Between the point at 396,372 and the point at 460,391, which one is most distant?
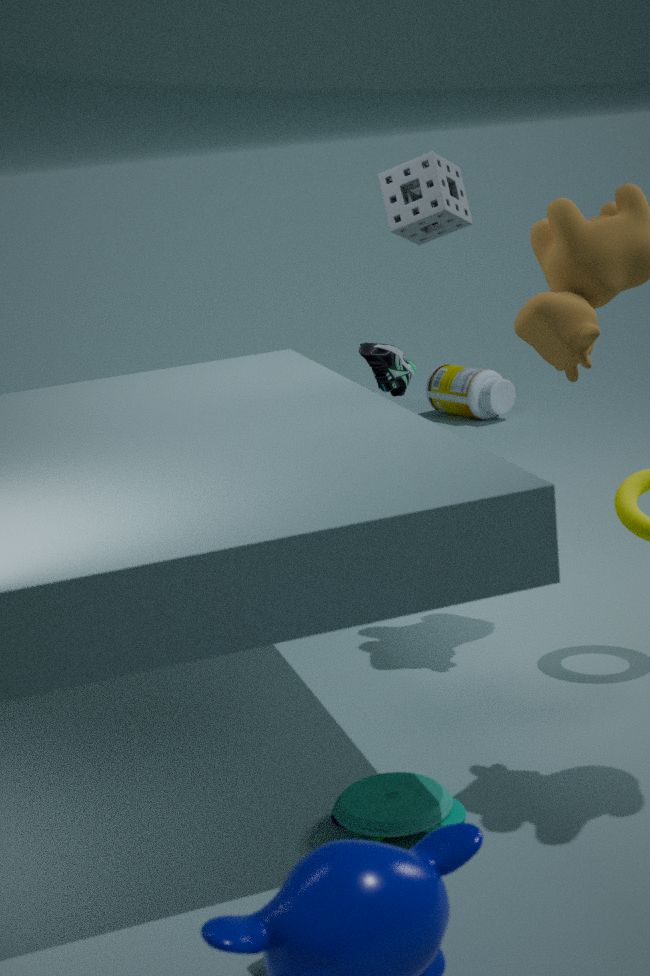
the point at 460,391
